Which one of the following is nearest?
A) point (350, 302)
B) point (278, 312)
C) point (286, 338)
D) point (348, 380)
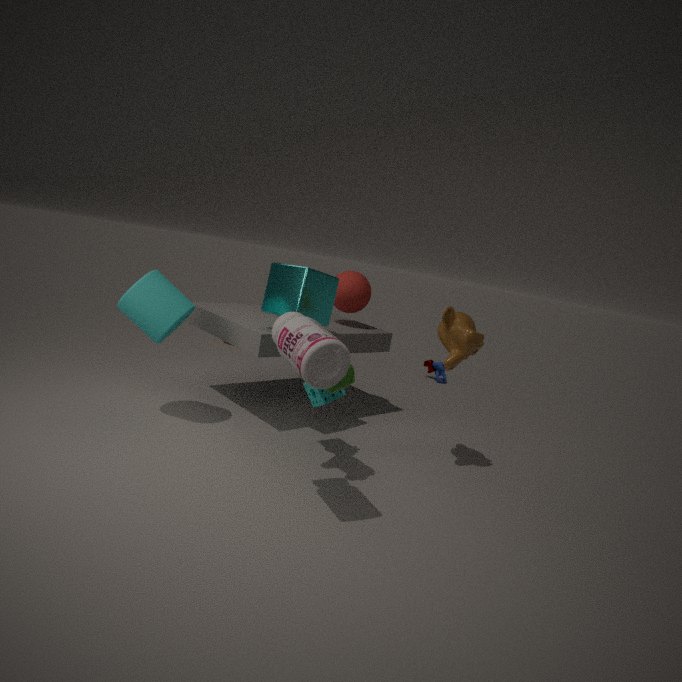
point (286, 338)
